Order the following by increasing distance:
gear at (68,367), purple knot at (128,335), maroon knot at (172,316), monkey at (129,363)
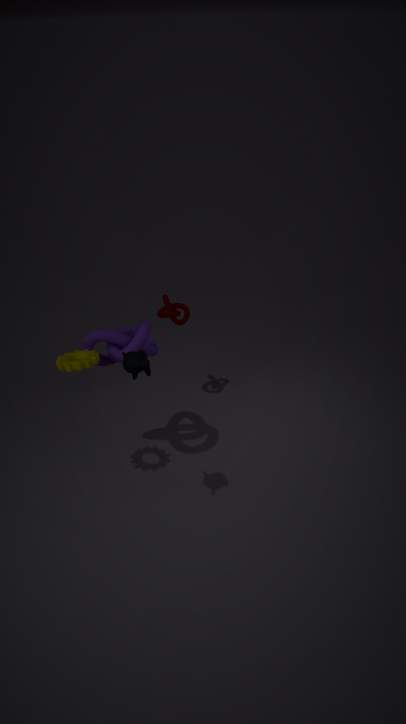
monkey at (129,363), gear at (68,367), purple knot at (128,335), maroon knot at (172,316)
